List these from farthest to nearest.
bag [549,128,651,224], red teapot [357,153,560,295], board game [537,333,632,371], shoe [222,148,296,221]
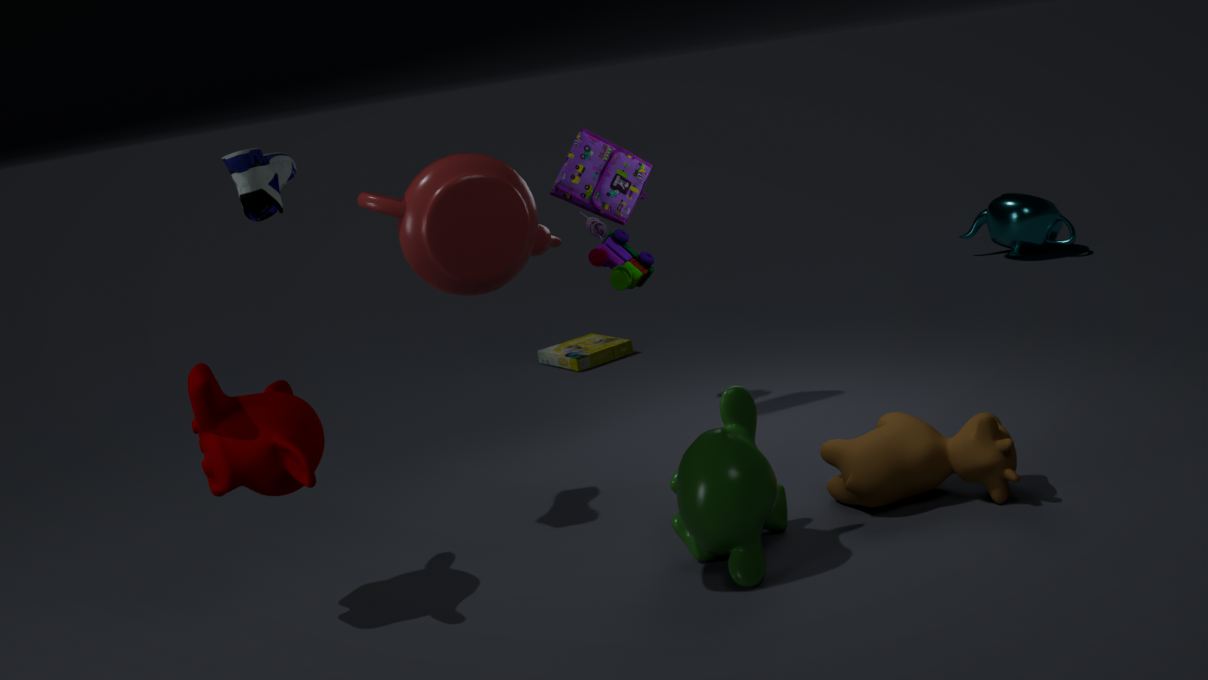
board game [537,333,632,371], bag [549,128,651,224], shoe [222,148,296,221], red teapot [357,153,560,295]
